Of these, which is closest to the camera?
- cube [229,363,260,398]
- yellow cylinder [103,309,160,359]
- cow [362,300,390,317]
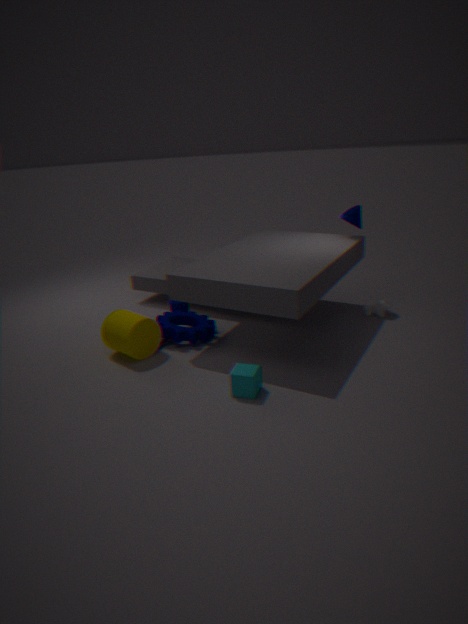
cube [229,363,260,398]
